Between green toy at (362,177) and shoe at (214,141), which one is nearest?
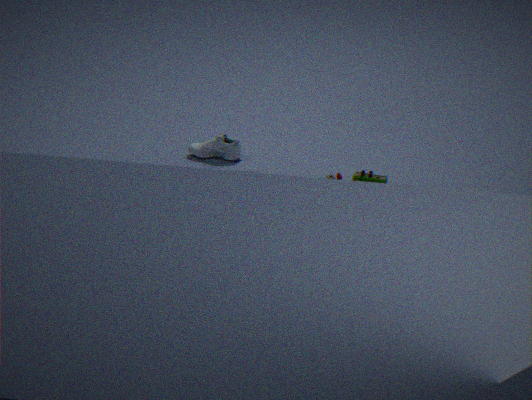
green toy at (362,177)
